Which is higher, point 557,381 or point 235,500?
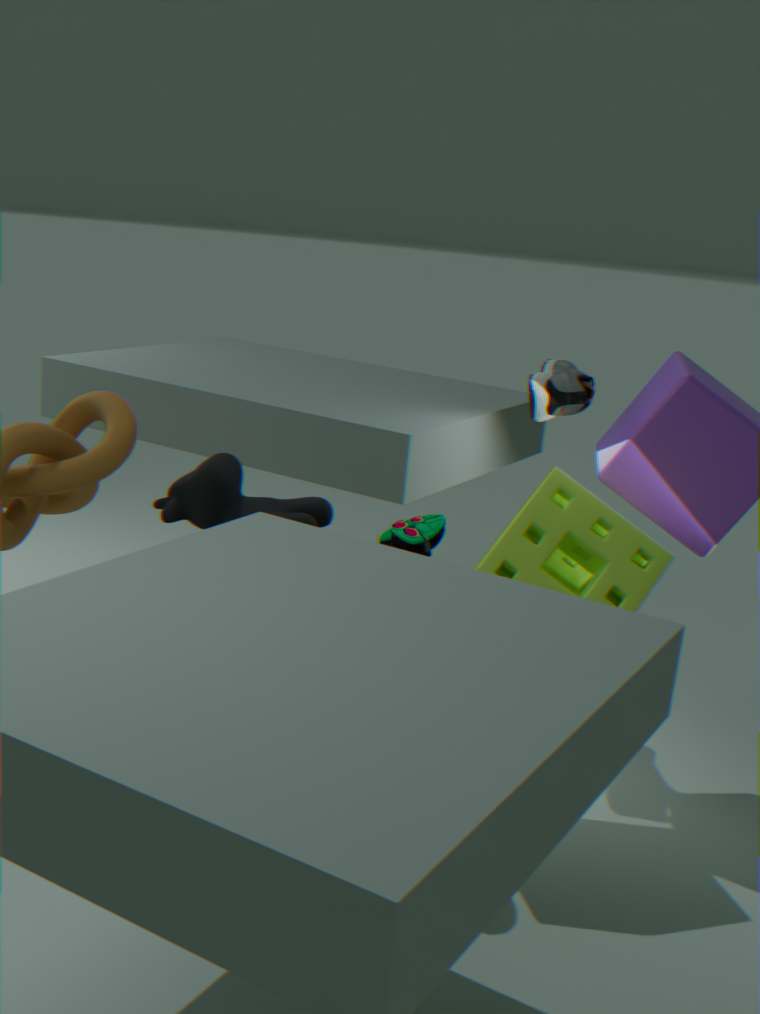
point 557,381
